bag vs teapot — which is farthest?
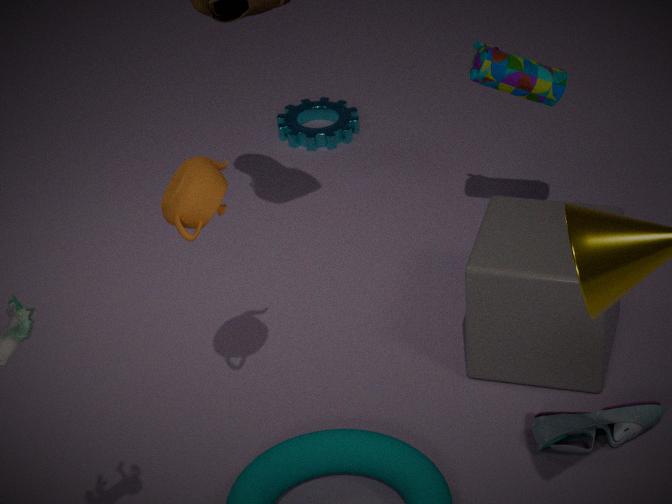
bag
